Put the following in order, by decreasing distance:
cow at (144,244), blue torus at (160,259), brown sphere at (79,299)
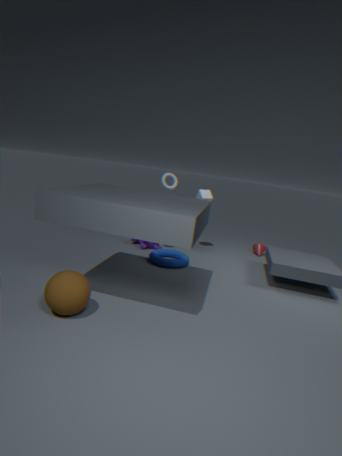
cow at (144,244) → blue torus at (160,259) → brown sphere at (79,299)
